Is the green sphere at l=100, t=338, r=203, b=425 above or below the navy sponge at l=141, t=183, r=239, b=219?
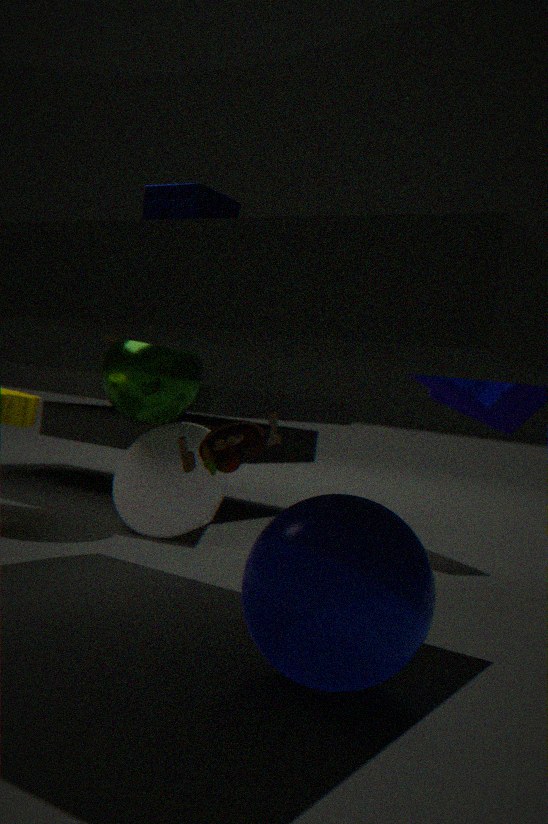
below
